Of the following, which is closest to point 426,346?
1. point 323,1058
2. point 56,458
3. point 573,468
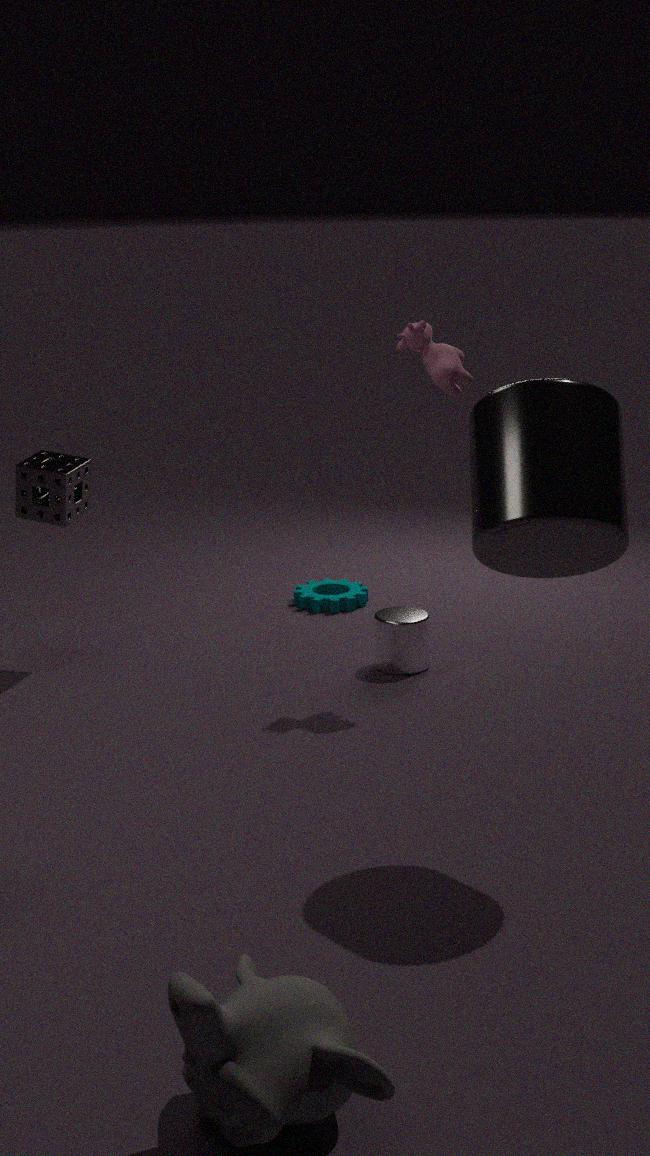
point 573,468
